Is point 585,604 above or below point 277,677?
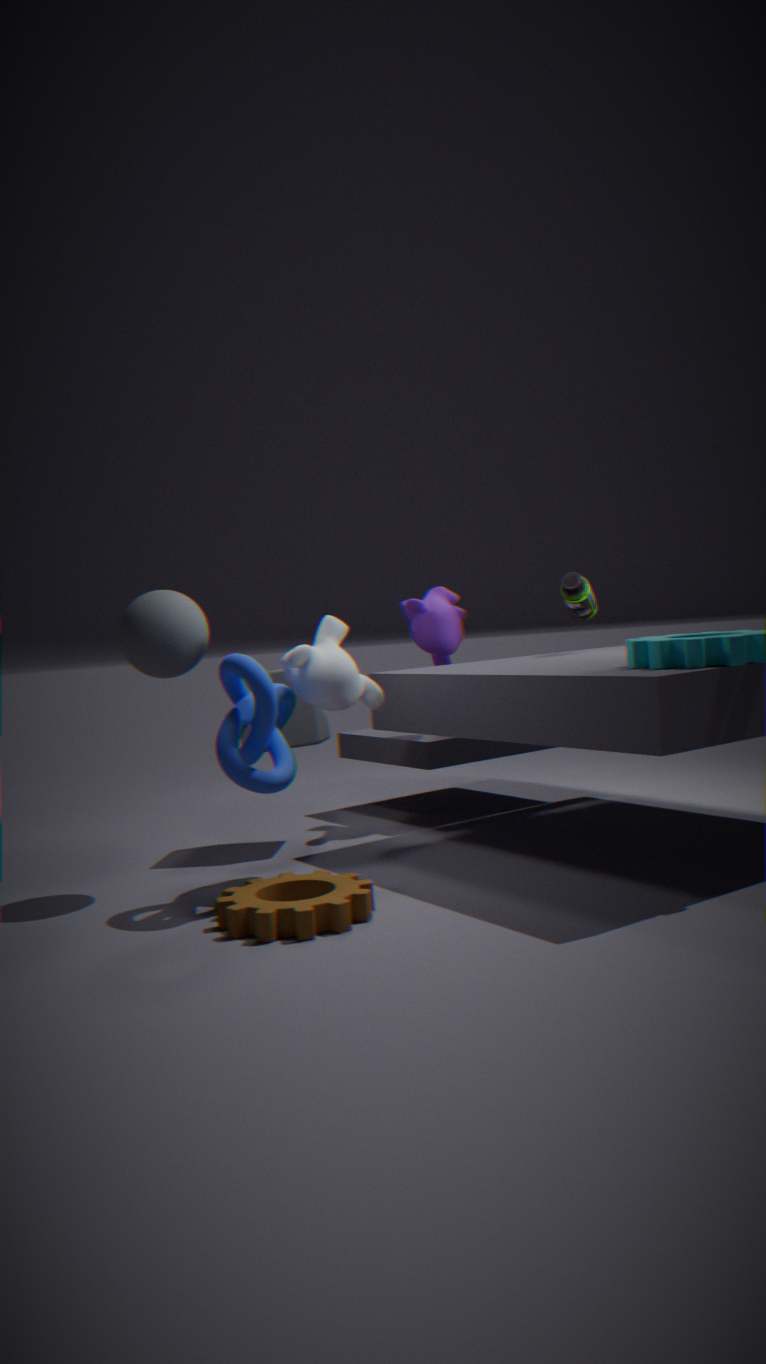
above
